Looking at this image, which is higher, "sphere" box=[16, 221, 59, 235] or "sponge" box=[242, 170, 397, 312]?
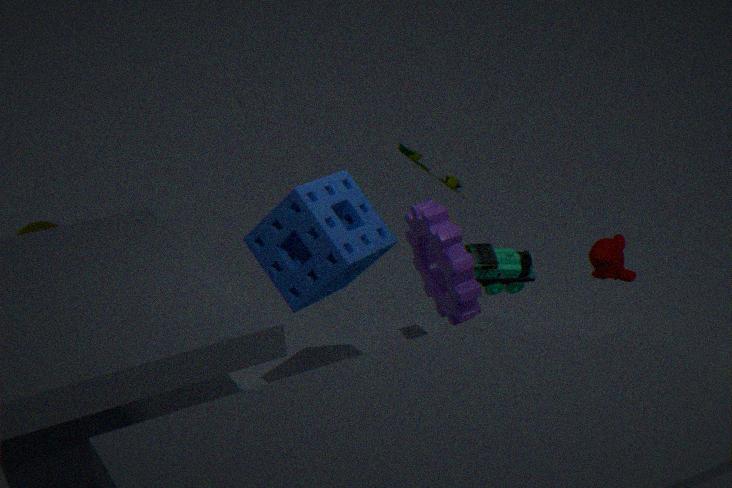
"sponge" box=[242, 170, 397, 312]
